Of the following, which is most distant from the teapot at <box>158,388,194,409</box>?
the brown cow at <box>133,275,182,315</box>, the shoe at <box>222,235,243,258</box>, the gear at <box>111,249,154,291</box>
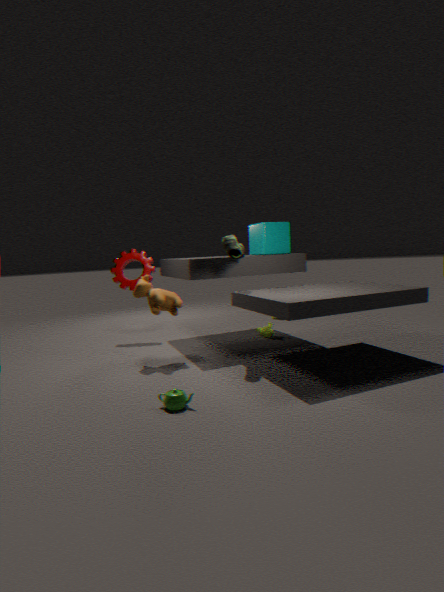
the gear at <box>111,249,154,291</box>
